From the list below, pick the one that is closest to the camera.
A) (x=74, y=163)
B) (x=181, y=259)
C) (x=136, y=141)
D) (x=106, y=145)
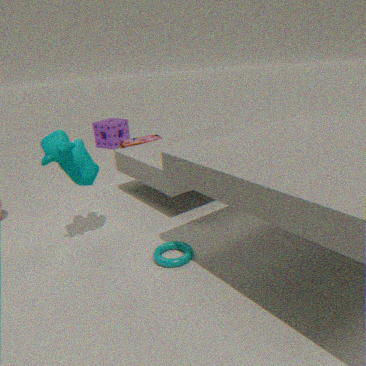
(x=181, y=259)
